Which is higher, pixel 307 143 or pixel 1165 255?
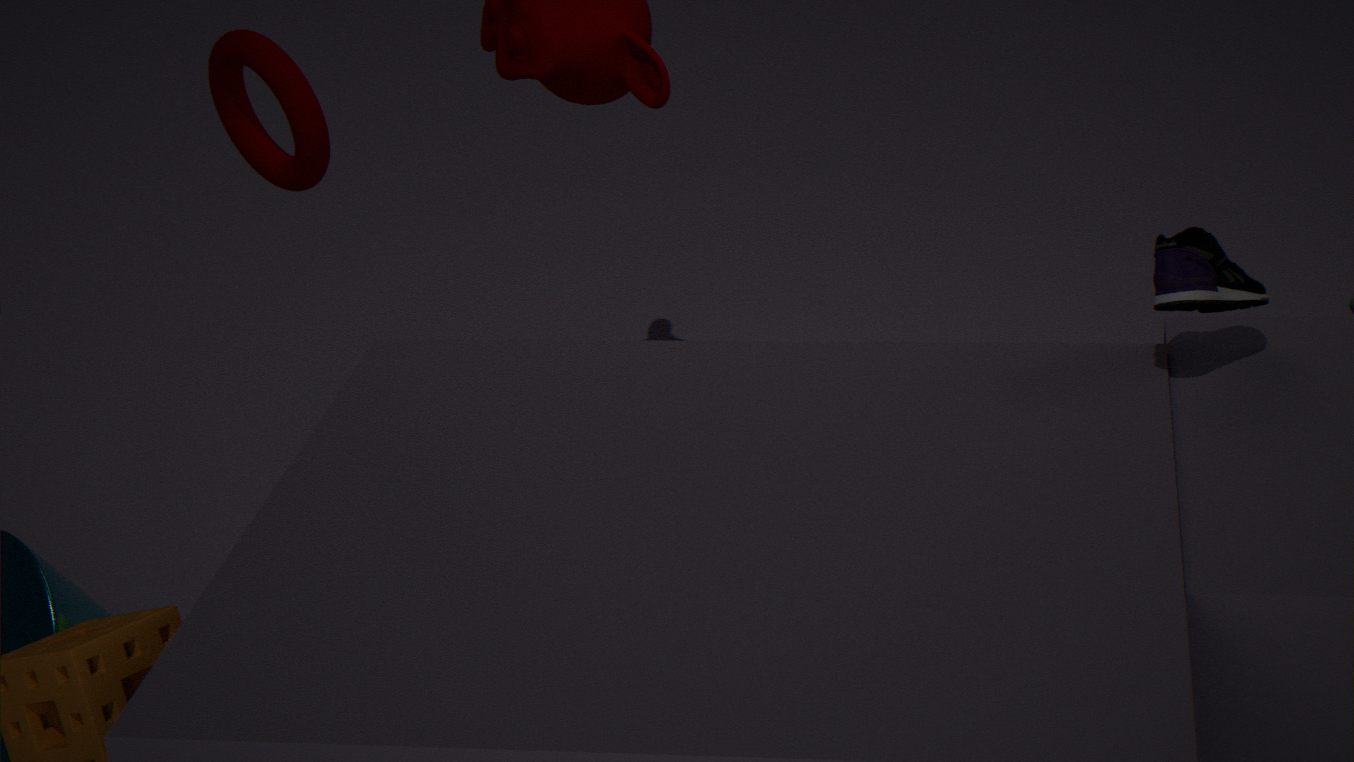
pixel 307 143
